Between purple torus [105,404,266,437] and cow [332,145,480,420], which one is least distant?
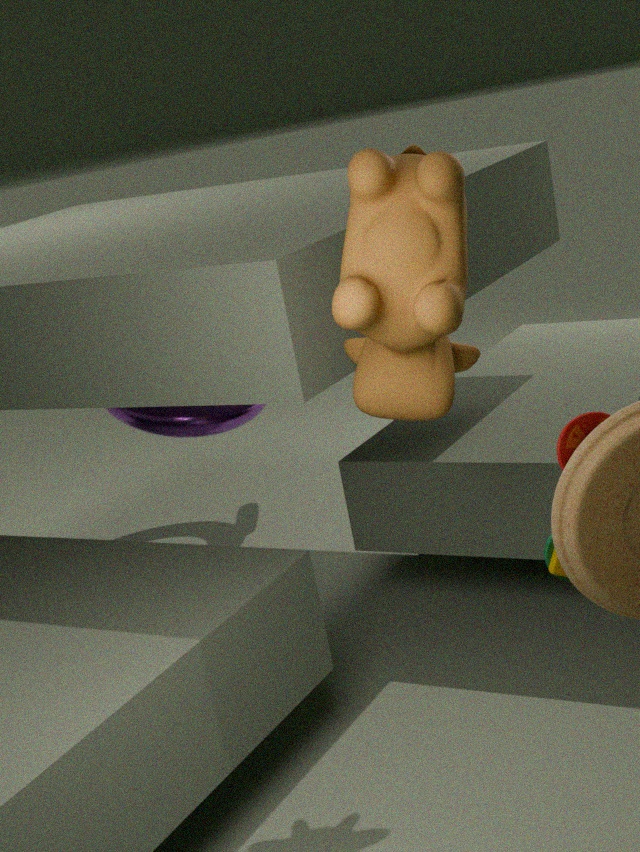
cow [332,145,480,420]
